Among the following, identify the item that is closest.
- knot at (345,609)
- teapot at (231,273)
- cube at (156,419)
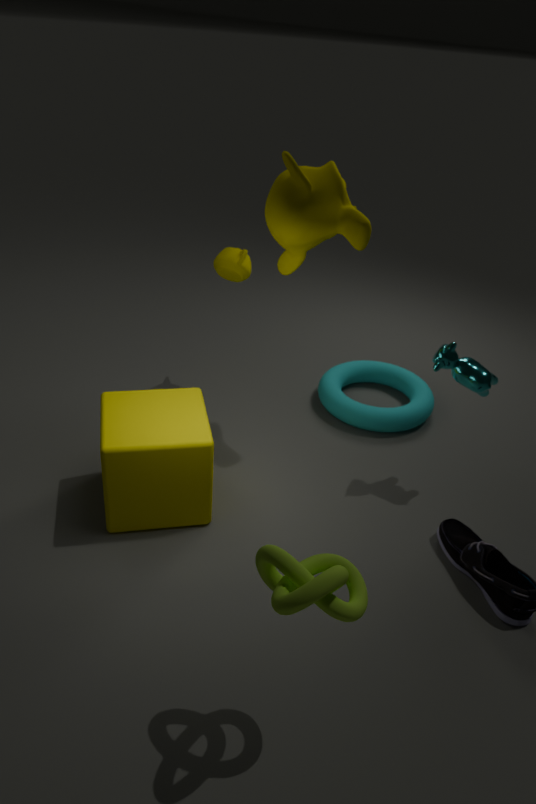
knot at (345,609)
